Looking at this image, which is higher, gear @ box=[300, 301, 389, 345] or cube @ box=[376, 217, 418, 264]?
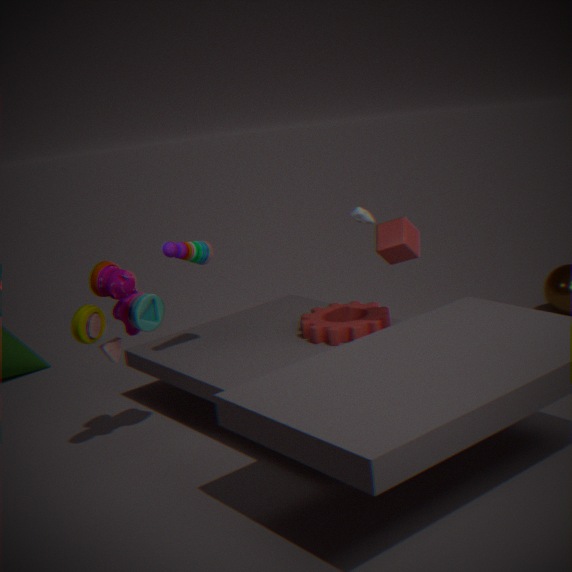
cube @ box=[376, 217, 418, 264]
